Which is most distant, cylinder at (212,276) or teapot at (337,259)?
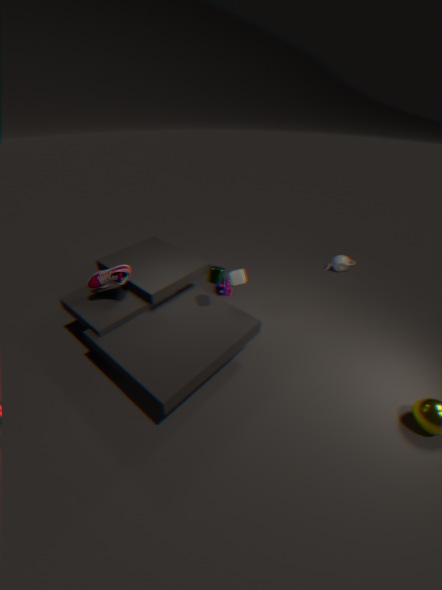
teapot at (337,259)
